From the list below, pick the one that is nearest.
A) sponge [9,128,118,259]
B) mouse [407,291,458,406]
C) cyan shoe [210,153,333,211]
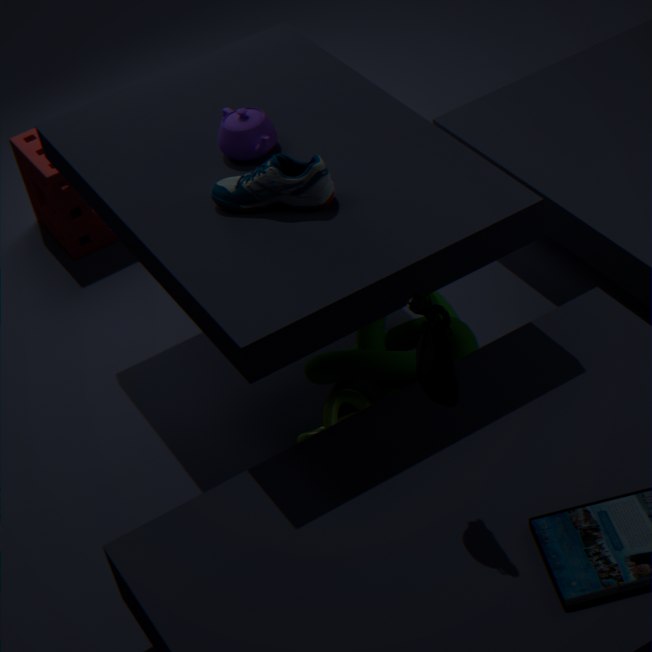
mouse [407,291,458,406]
